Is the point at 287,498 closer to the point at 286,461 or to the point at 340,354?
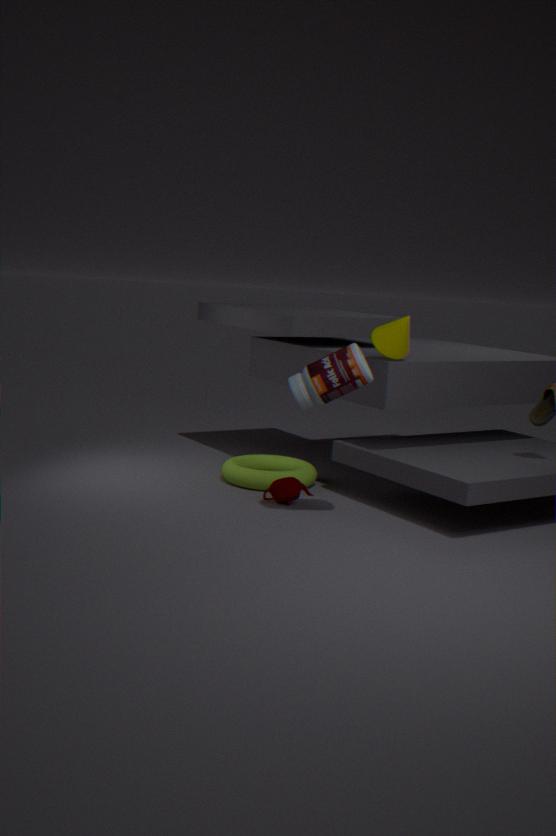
the point at 286,461
